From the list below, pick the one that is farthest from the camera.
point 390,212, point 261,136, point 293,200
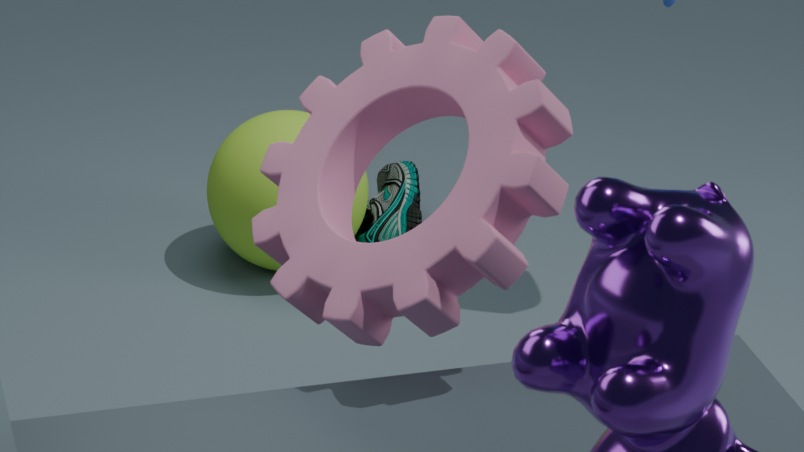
point 390,212
